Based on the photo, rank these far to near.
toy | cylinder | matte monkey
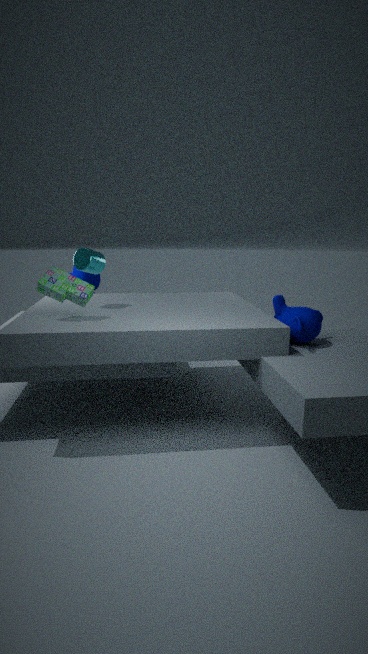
matte monkey → cylinder → toy
